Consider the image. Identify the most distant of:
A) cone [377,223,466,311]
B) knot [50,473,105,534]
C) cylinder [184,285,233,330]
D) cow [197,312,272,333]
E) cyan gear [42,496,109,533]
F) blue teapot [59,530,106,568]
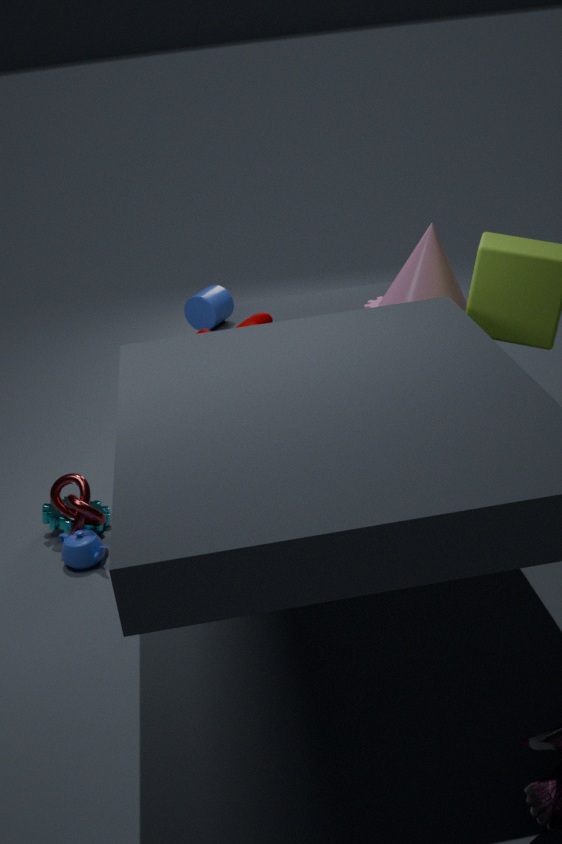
cylinder [184,285,233,330]
